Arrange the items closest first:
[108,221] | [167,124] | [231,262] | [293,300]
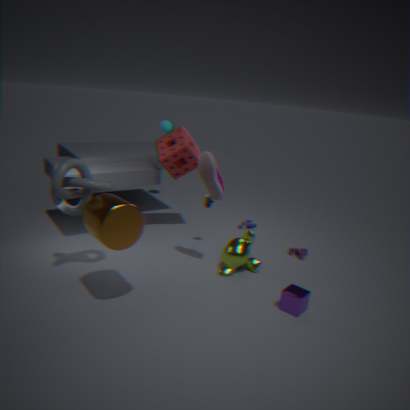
[108,221], [293,300], [231,262], [167,124]
